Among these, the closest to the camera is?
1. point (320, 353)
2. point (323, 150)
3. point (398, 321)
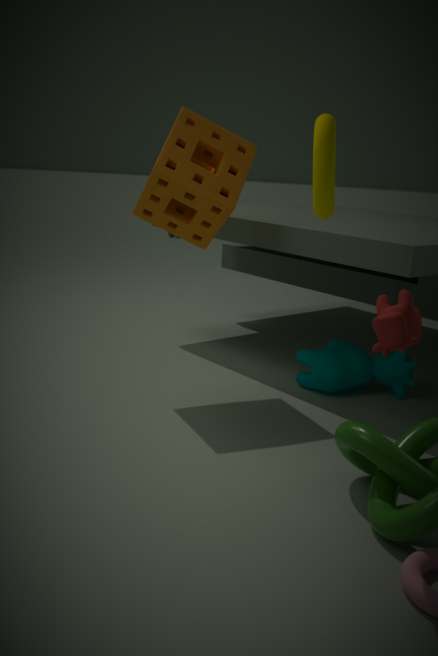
point (323, 150)
